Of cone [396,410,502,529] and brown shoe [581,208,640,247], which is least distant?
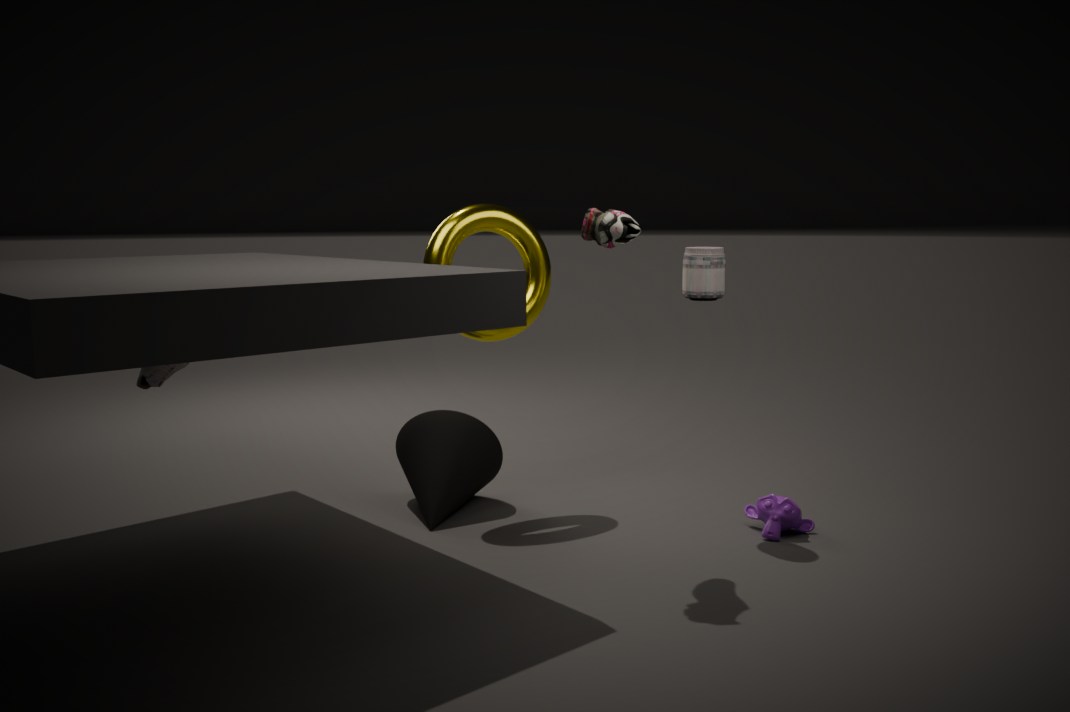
brown shoe [581,208,640,247]
